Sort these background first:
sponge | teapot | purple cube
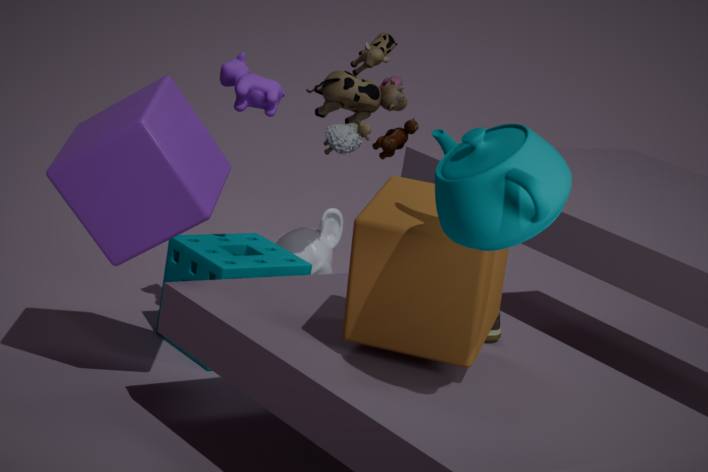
1. sponge
2. purple cube
3. teapot
